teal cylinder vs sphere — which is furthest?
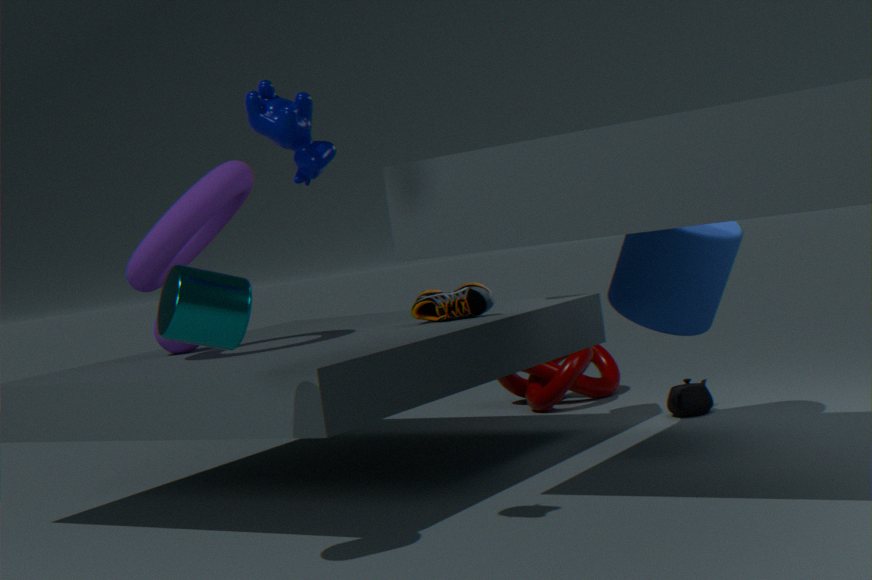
sphere
